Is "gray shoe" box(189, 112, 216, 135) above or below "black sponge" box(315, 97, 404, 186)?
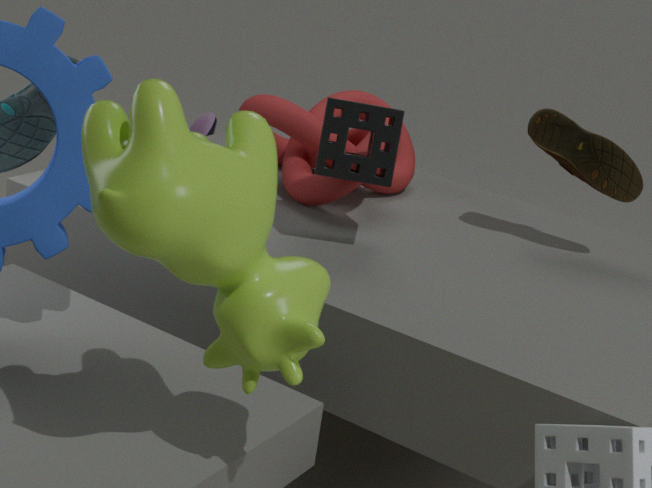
below
